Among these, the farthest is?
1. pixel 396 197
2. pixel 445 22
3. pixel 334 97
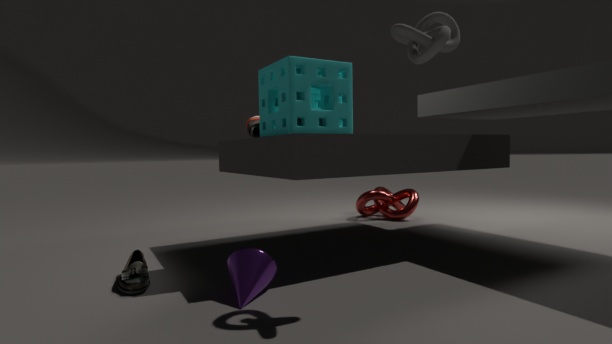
pixel 396 197
